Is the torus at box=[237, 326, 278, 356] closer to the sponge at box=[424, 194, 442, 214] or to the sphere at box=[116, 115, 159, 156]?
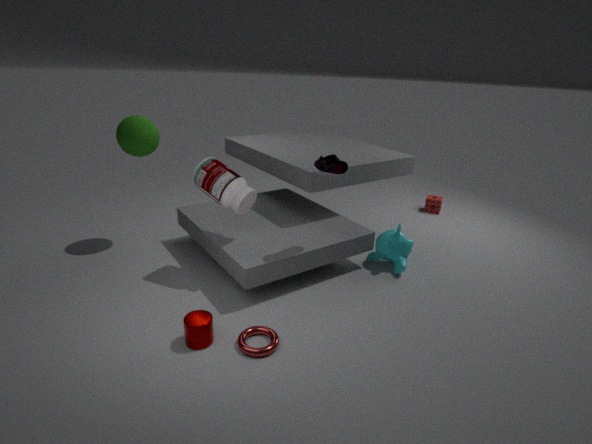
the sphere at box=[116, 115, 159, 156]
